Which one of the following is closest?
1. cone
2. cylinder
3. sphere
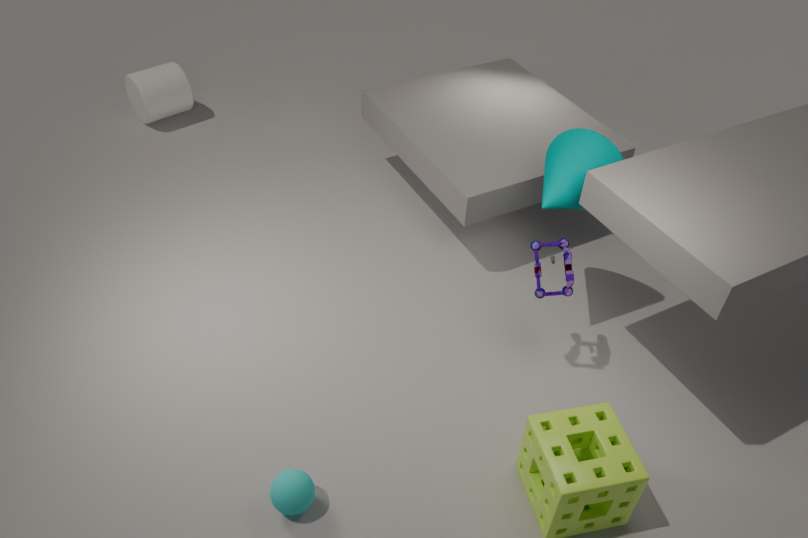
sphere
